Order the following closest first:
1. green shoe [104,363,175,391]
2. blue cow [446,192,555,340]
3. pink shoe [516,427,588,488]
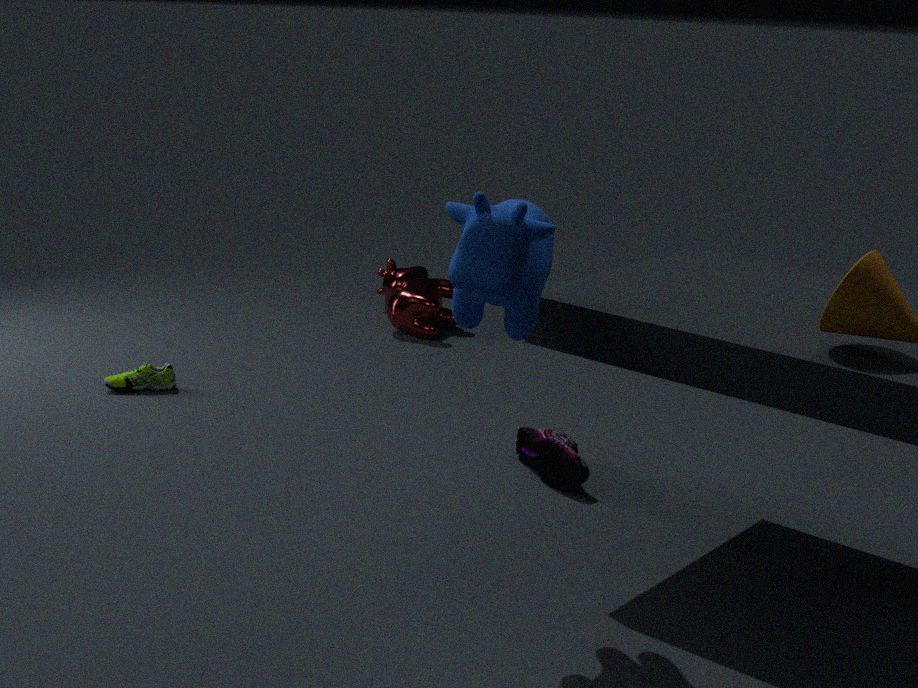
blue cow [446,192,555,340] → pink shoe [516,427,588,488] → green shoe [104,363,175,391]
